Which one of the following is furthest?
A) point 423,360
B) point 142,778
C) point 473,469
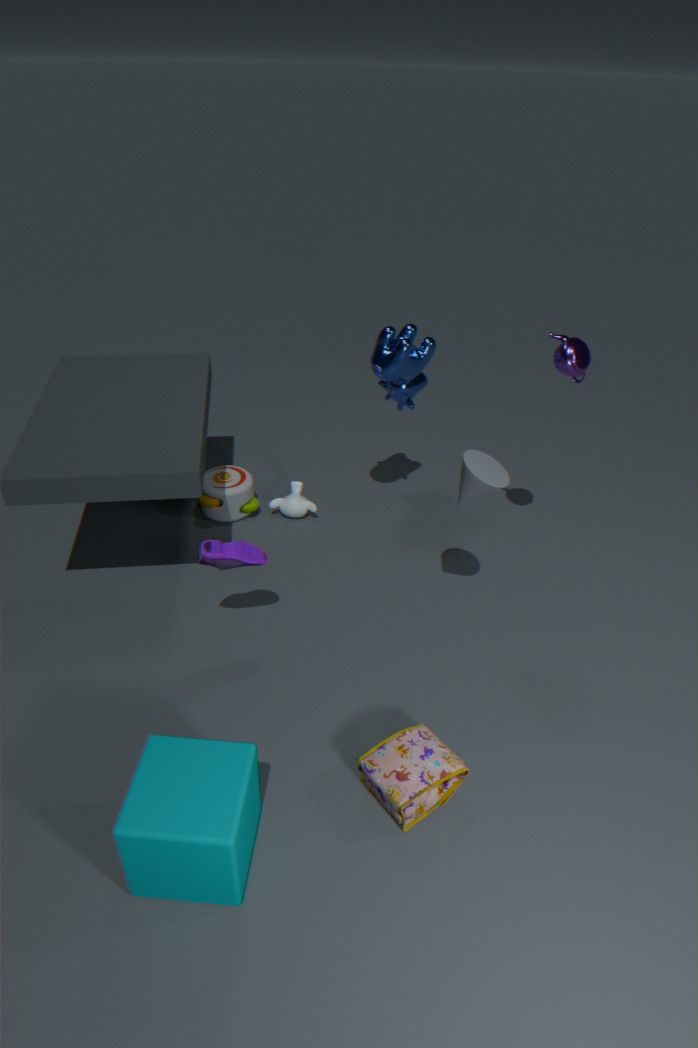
point 423,360
